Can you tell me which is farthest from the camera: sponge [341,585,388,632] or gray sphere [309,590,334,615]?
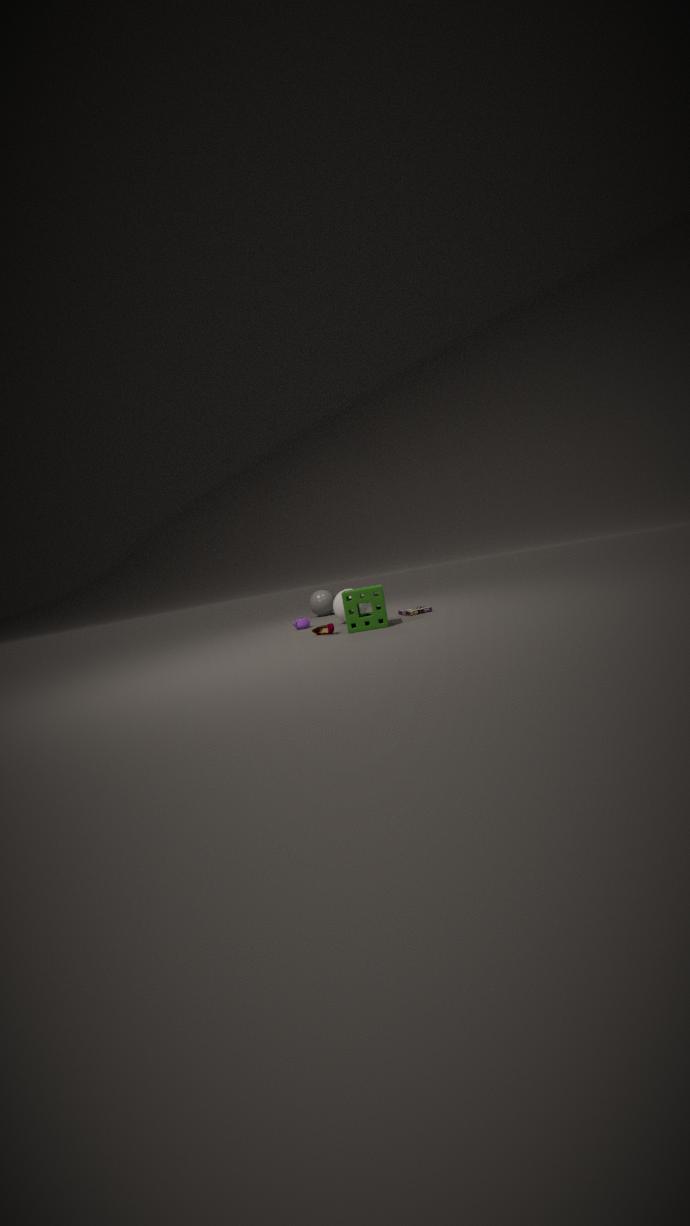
gray sphere [309,590,334,615]
